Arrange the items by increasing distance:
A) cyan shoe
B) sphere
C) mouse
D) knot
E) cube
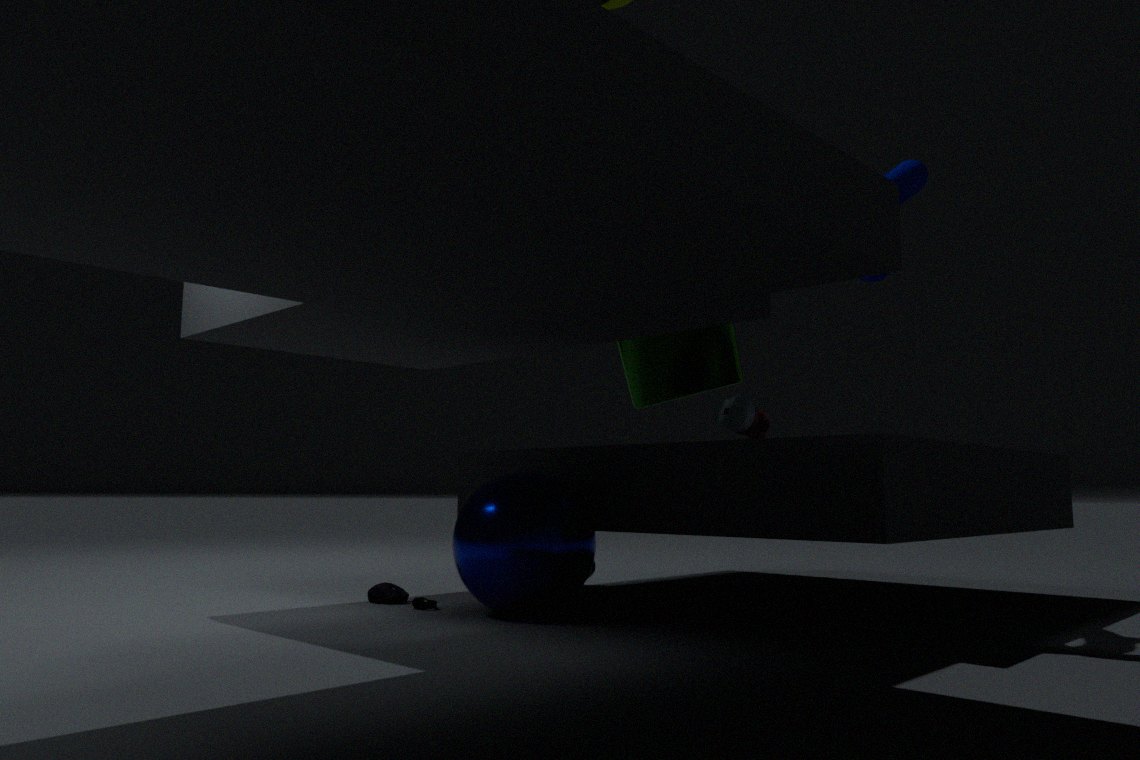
sphere
knot
mouse
cyan shoe
cube
